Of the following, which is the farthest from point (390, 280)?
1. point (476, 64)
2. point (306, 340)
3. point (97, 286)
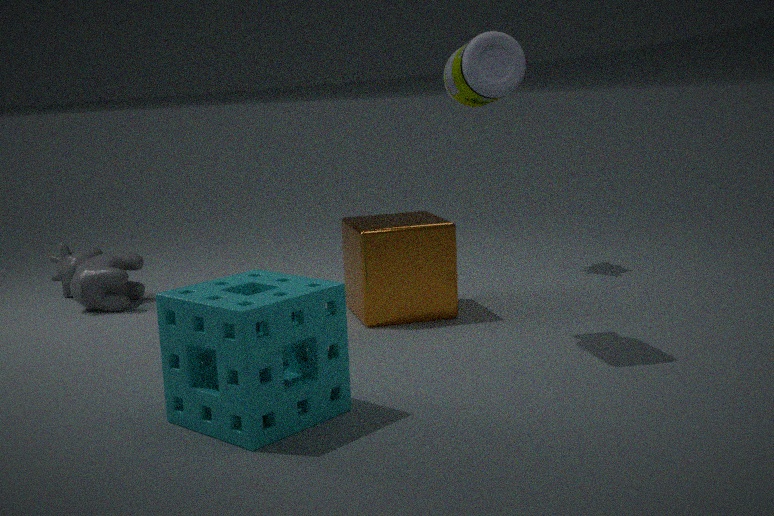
point (97, 286)
